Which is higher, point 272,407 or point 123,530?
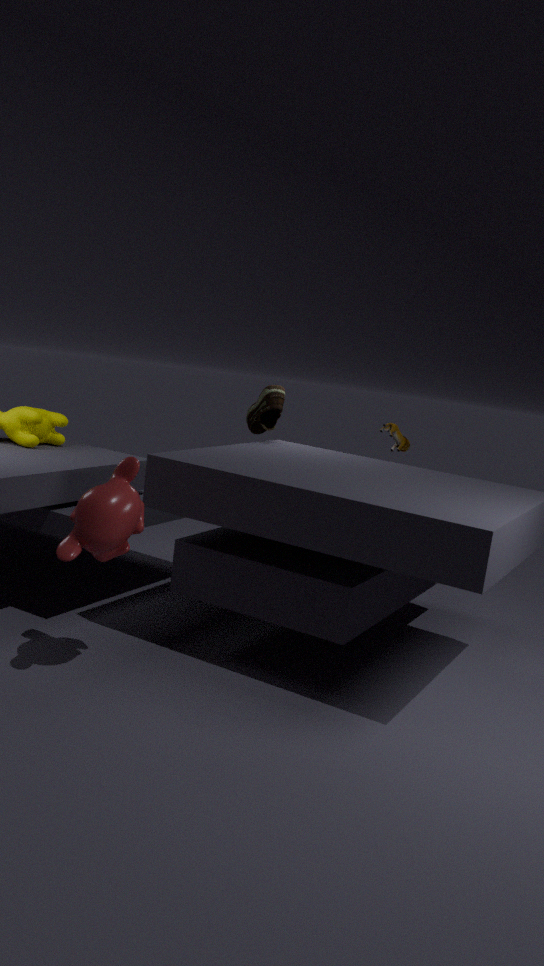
point 272,407
